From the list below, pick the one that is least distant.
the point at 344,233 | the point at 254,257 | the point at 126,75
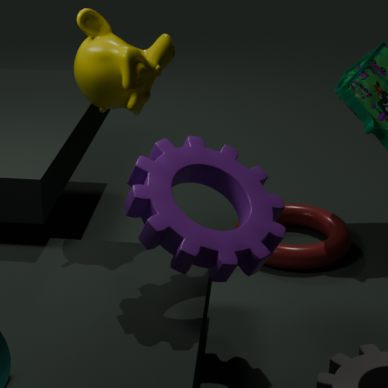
the point at 254,257
